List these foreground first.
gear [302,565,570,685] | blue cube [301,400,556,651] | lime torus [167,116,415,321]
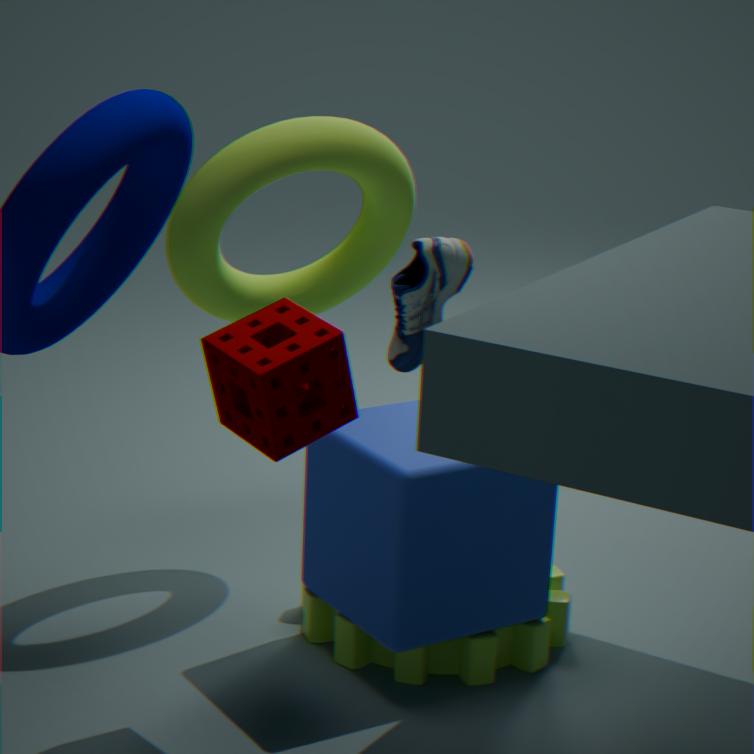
blue cube [301,400,556,651]
gear [302,565,570,685]
lime torus [167,116,415,321]
